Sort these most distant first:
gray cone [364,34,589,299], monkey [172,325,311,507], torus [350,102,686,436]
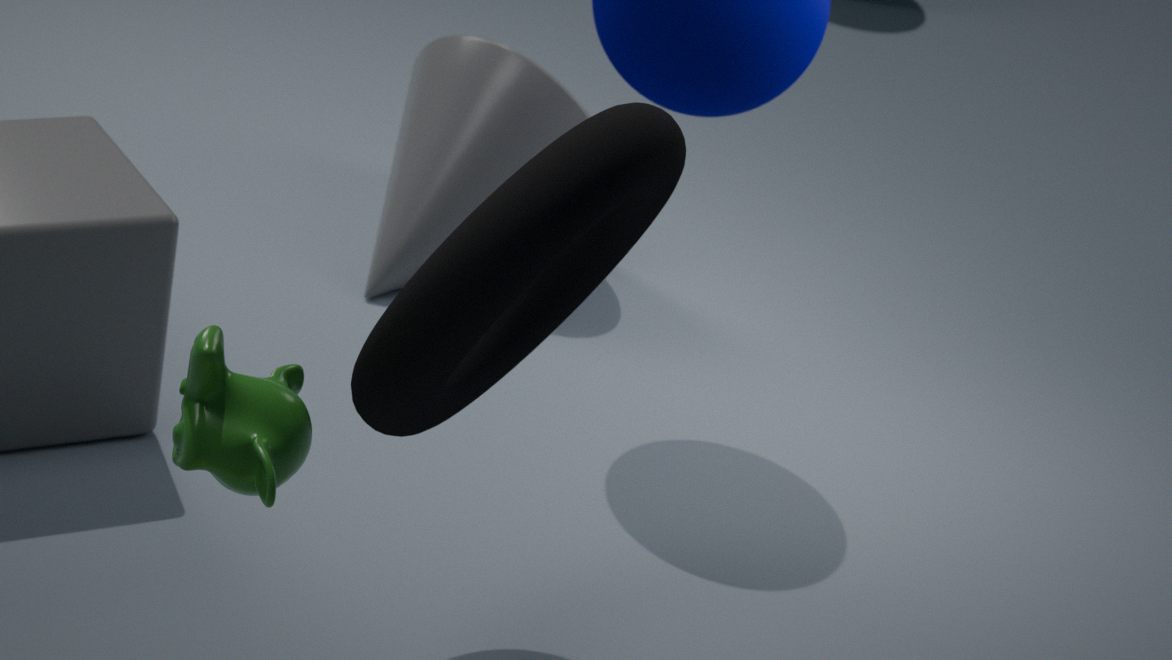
gray cone [364,34,589,299], torus [350,102,686,436], monkey [172,325,311,507]
